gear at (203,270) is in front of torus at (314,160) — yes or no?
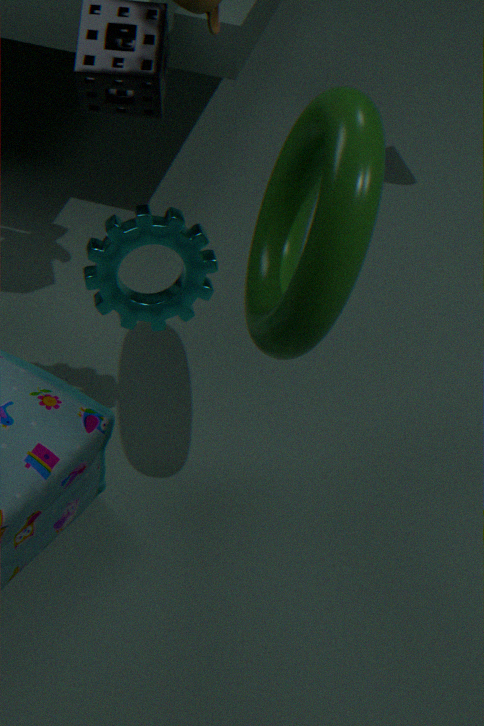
No
